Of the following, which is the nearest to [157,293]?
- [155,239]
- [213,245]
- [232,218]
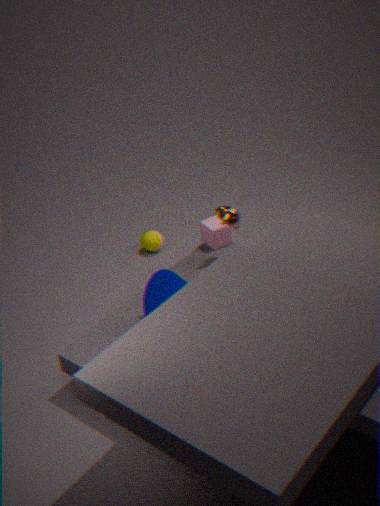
[232,218]
